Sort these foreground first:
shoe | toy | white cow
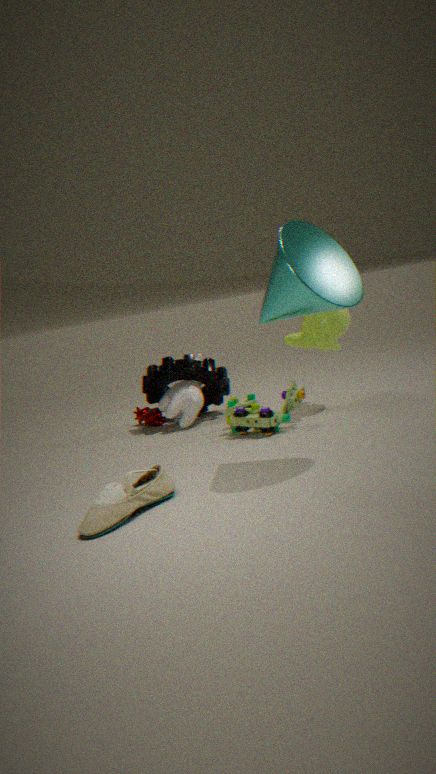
shoe
toy
white cow
